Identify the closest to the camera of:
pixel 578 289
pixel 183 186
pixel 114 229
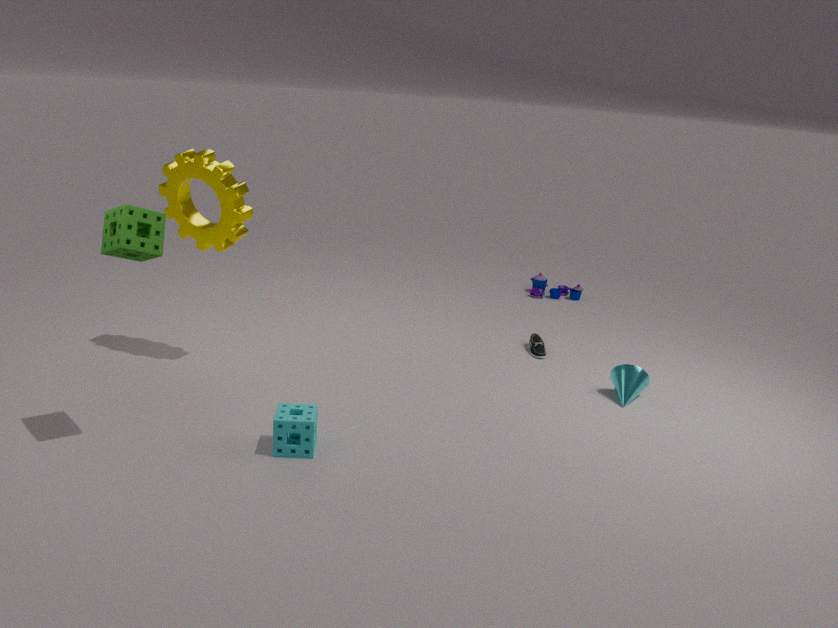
pixel 114 229
